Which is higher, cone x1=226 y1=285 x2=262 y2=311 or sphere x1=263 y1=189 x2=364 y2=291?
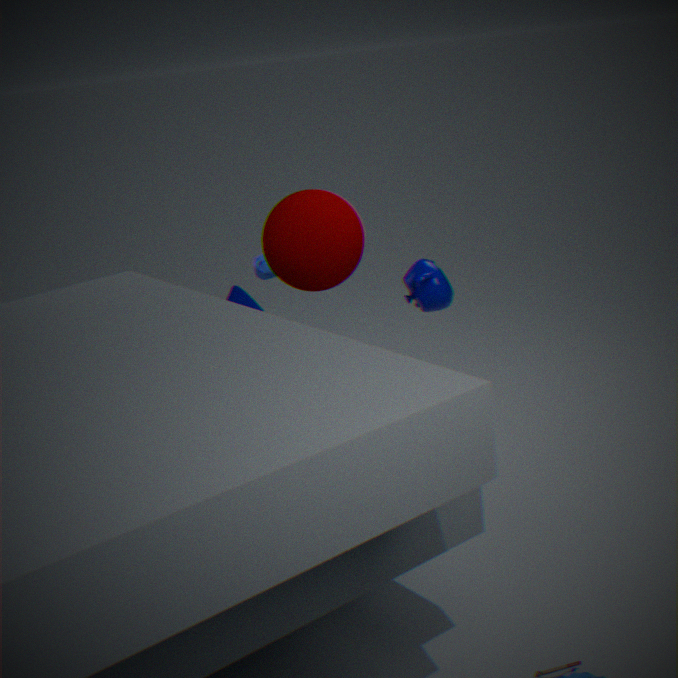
sphere x1=263 y1=189 x2=364 y2=291
